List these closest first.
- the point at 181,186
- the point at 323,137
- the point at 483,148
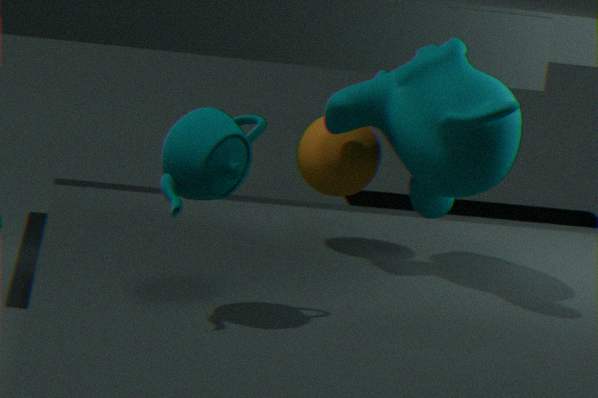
the point at 181,186, the point at 483,148, the point at 323,137
